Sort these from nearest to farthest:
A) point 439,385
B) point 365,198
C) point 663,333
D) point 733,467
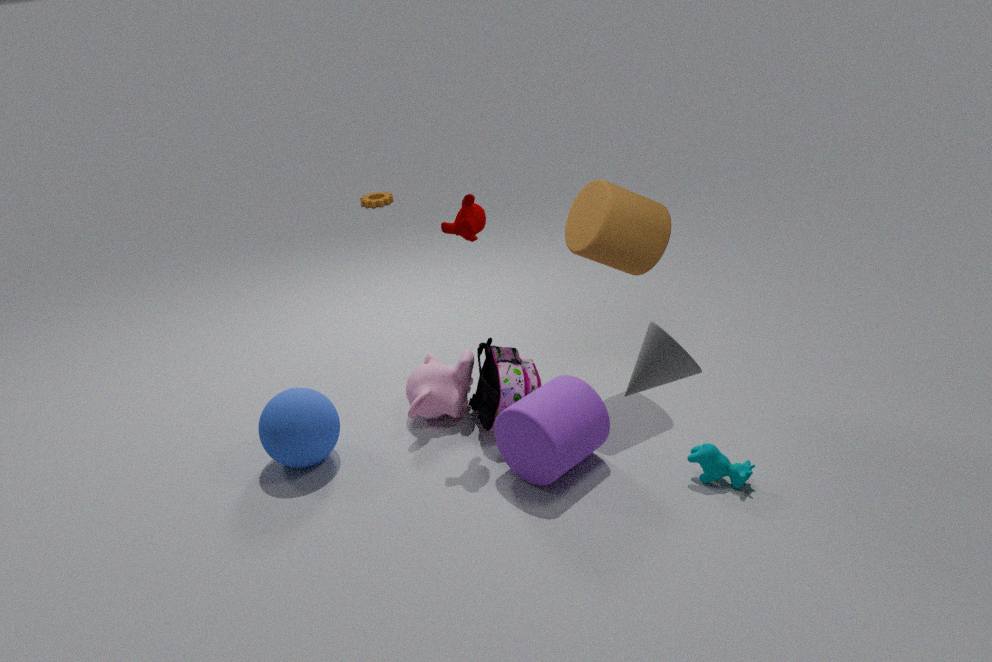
1. point 663,333
2. point 733,467
3. point 439,385
4. point 365,198
